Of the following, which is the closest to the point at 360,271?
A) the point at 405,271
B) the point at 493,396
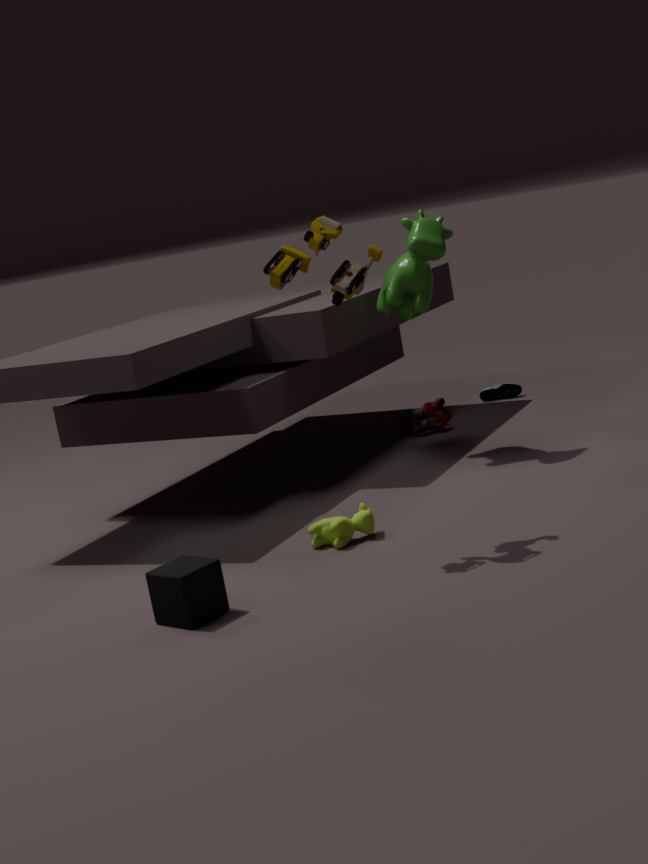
the point at 405,271
